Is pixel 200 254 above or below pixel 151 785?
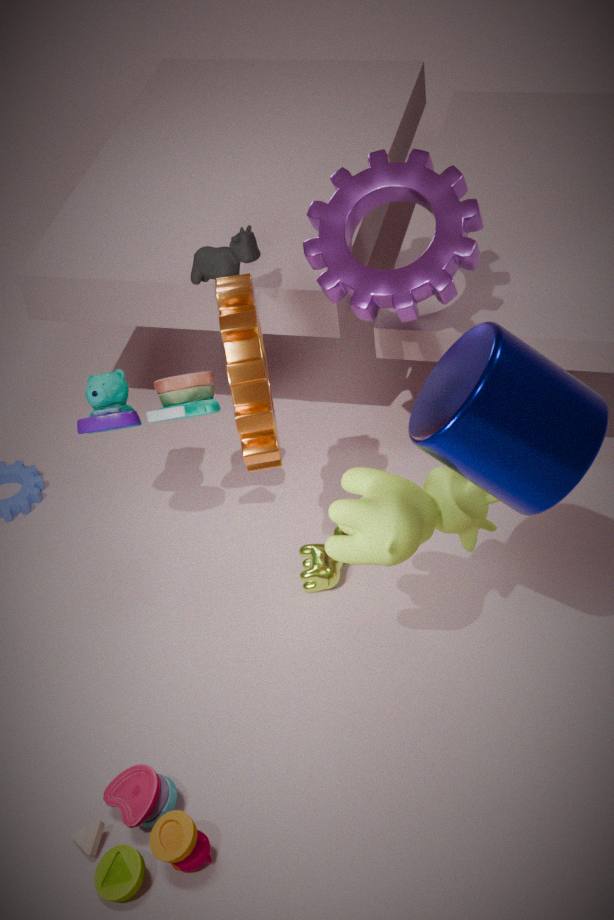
above
